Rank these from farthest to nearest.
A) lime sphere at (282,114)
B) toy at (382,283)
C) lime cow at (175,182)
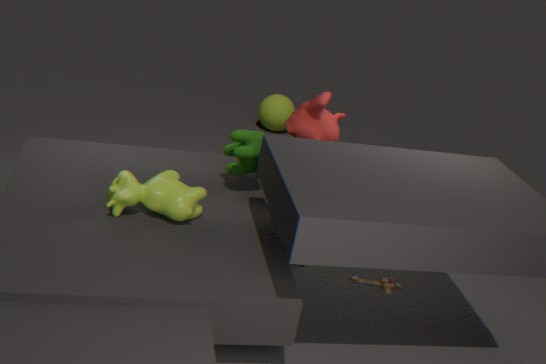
lime sphere at (282,114), toy at (382,283), lime cow at (175,182)
